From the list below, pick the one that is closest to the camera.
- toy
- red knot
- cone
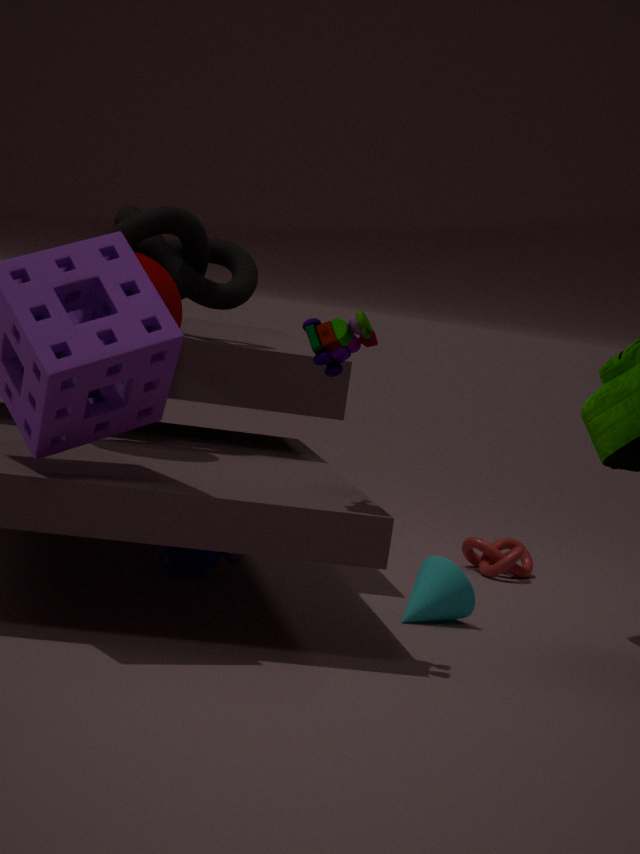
toy
